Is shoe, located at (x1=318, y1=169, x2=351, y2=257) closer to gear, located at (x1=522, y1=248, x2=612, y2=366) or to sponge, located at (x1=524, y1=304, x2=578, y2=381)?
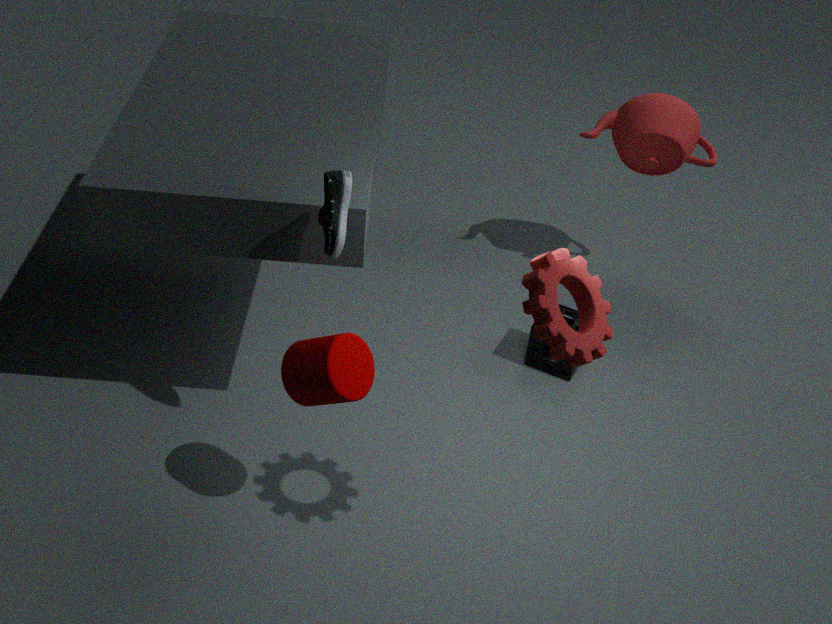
gear, located at (x1=522, y1=248, x2=612, y2=366)
